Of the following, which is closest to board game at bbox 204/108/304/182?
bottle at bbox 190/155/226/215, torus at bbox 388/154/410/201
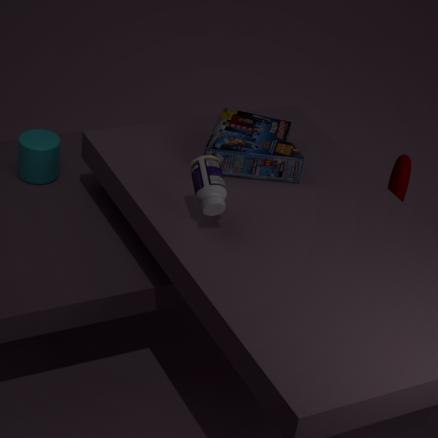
bottle at bbox 190/155/226/215
